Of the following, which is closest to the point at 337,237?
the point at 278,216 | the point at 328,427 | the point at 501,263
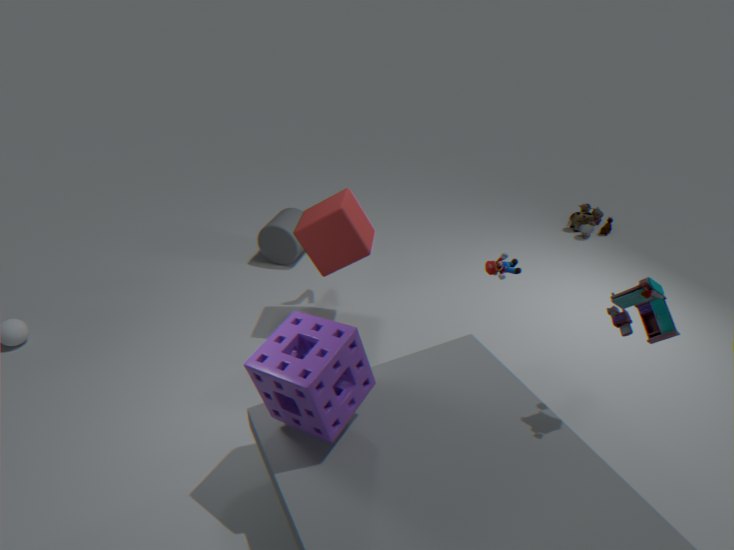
the point at 501,263
